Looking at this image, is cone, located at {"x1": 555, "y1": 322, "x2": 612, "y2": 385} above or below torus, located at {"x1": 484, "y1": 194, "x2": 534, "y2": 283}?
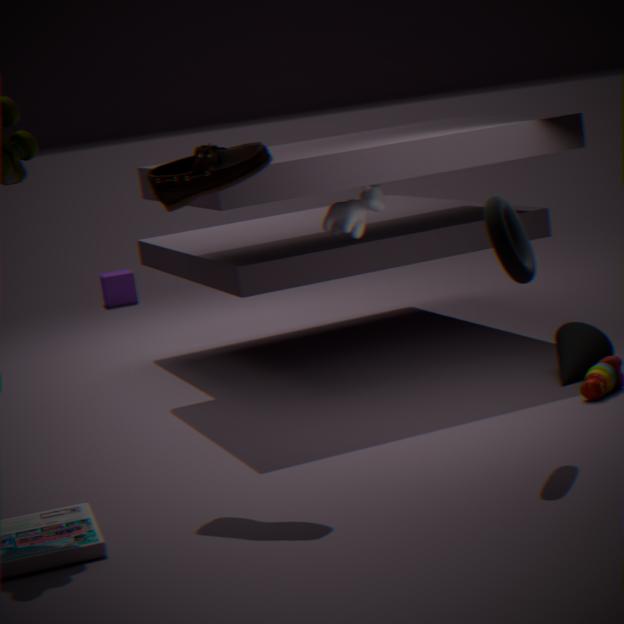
below
